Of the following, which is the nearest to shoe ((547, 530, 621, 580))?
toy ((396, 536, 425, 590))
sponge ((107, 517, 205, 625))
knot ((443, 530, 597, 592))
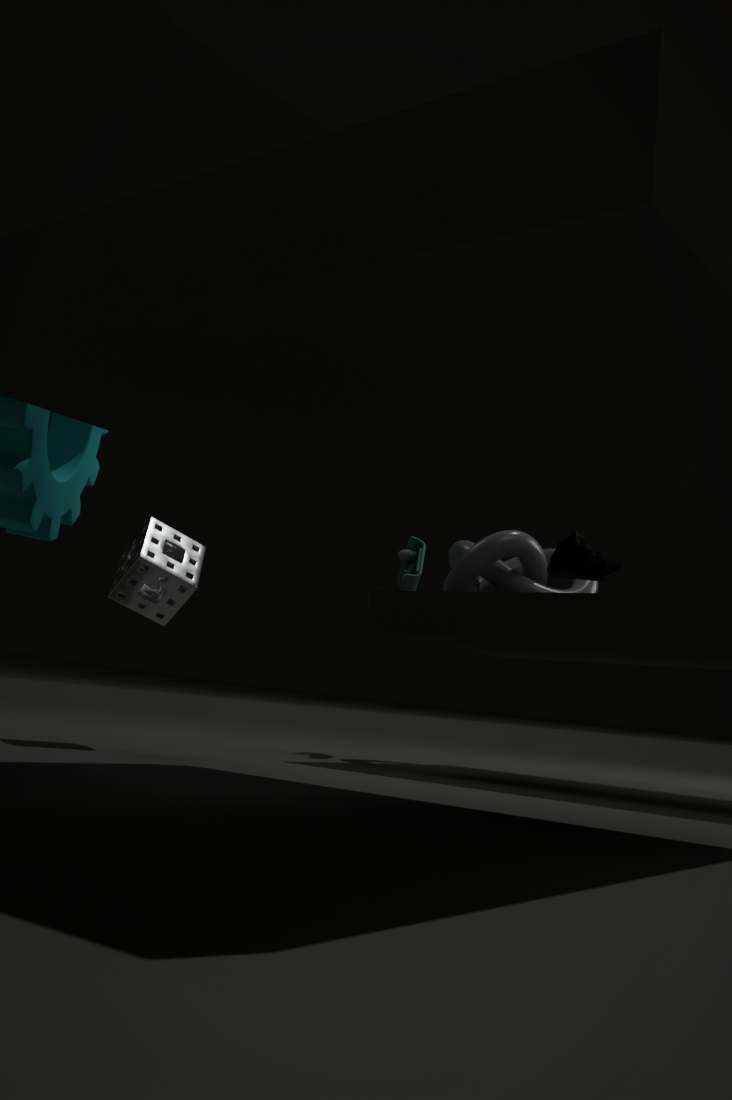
knot ((443, 530, 597, 592))
